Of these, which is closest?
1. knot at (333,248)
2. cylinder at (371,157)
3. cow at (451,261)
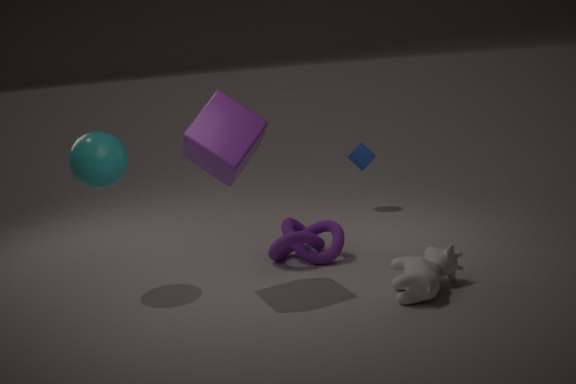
cow at (451,261)
